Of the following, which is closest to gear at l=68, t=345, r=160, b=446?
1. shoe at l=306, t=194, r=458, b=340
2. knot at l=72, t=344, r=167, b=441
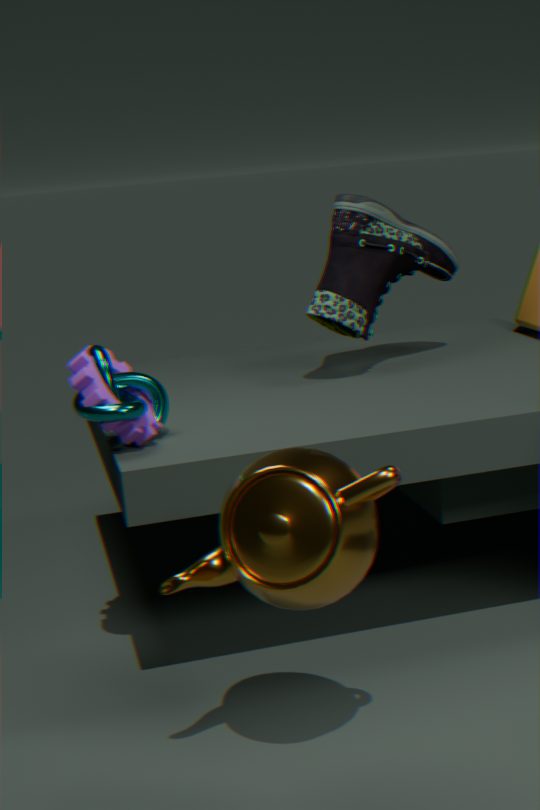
knot at l=72, t=344, r=167, b=441
